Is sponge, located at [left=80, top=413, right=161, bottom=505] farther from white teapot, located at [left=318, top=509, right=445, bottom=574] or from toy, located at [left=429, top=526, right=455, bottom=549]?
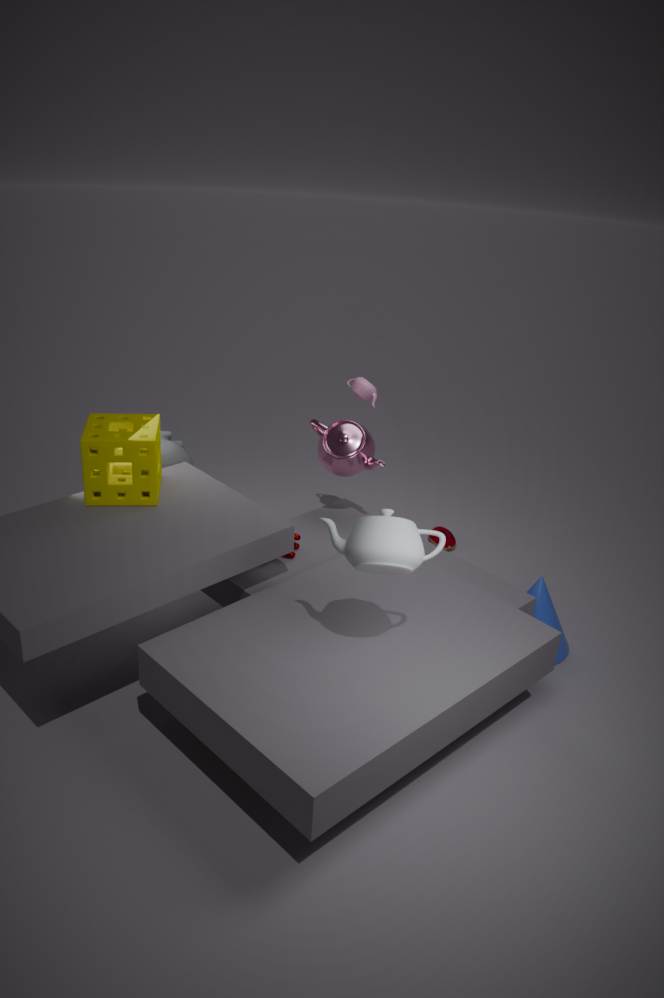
toy, located at [left=429, top=526, right=455, bottom=549]
